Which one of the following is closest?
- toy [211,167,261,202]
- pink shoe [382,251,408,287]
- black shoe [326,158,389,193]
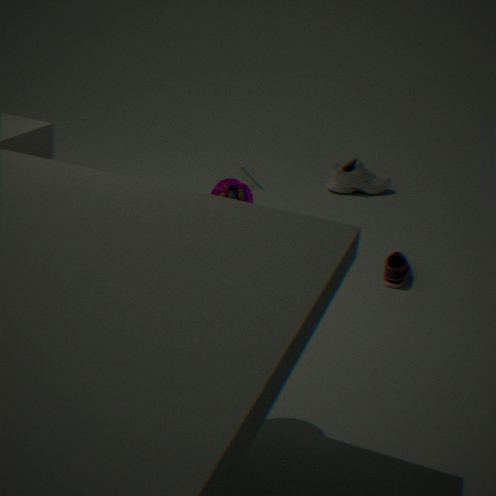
toy [211,167,261,202]
